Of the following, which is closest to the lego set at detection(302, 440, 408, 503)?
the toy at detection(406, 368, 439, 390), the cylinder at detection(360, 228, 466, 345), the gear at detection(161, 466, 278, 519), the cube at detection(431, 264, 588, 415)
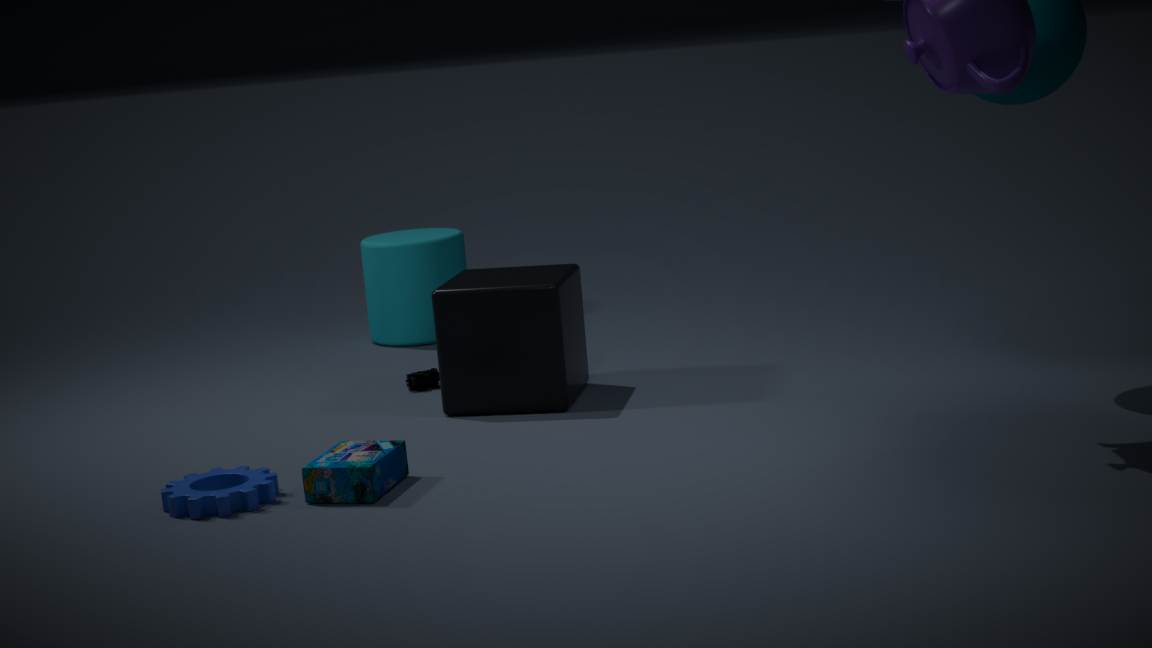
the gear at detection(161, 466, 278, 519)
